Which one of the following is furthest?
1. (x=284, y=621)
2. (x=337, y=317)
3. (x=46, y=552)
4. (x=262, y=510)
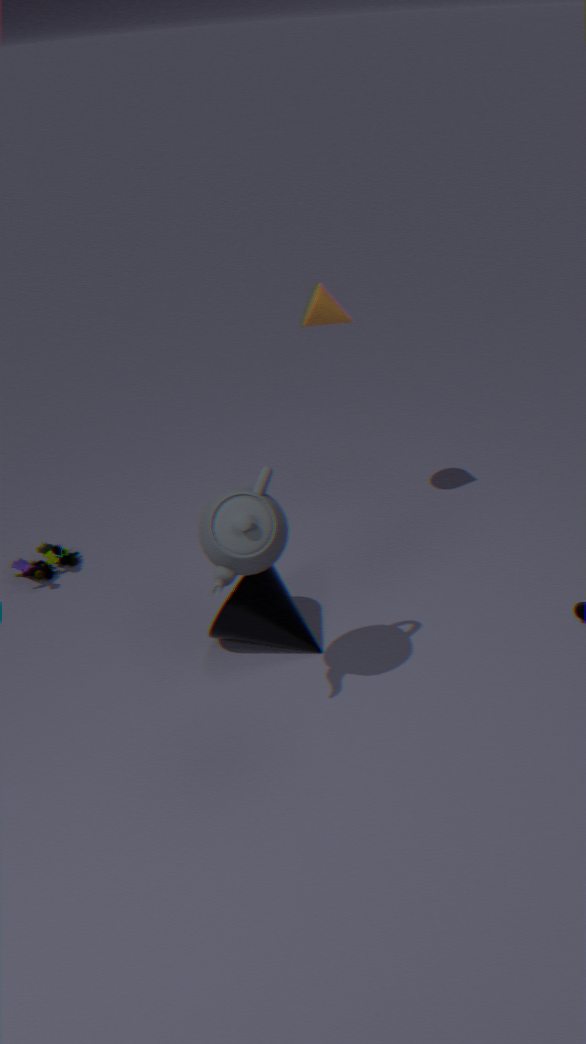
(x=46, y=552)
